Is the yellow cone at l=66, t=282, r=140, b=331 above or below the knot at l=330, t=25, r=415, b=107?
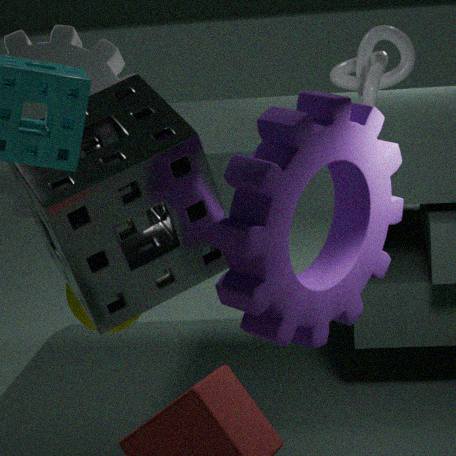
below
